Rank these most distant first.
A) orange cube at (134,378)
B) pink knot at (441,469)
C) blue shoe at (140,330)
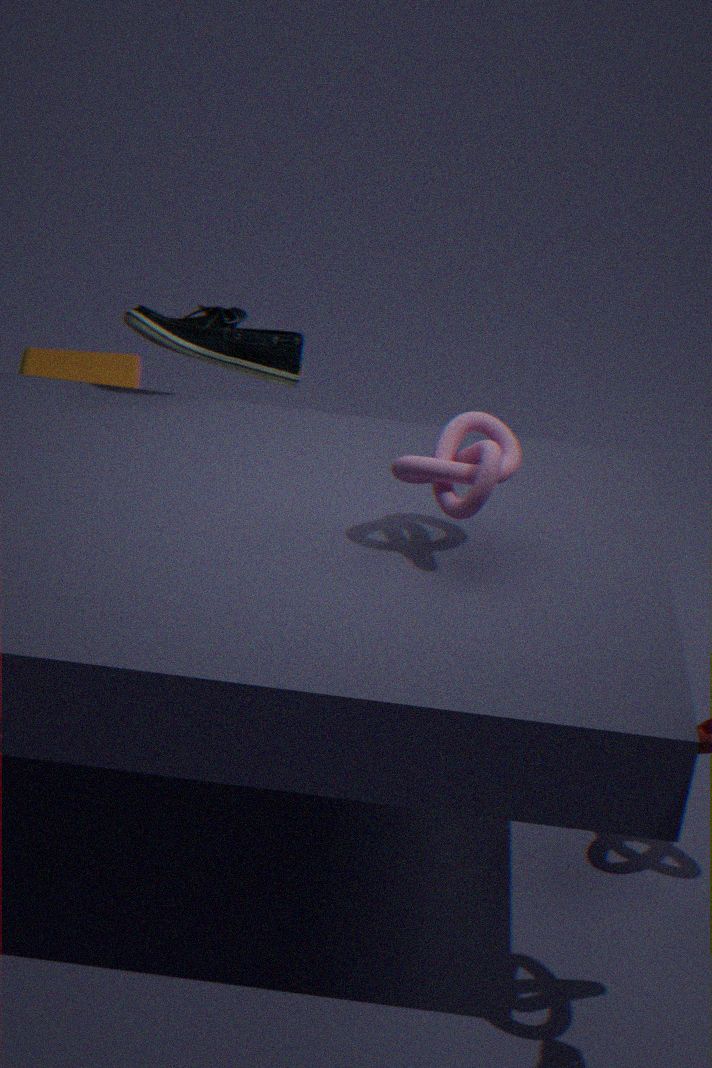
1. orange cube at (134,378)
2. blue shoe at (140,330)
3. pink knot at (441,469)
